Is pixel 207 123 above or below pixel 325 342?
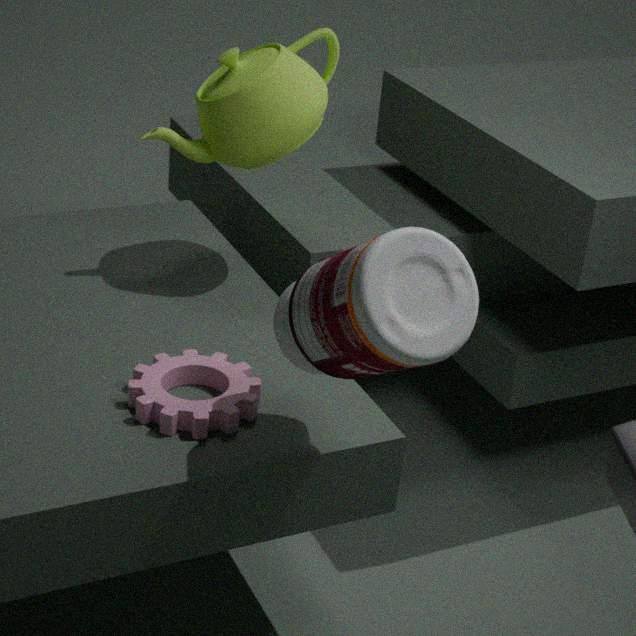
above
